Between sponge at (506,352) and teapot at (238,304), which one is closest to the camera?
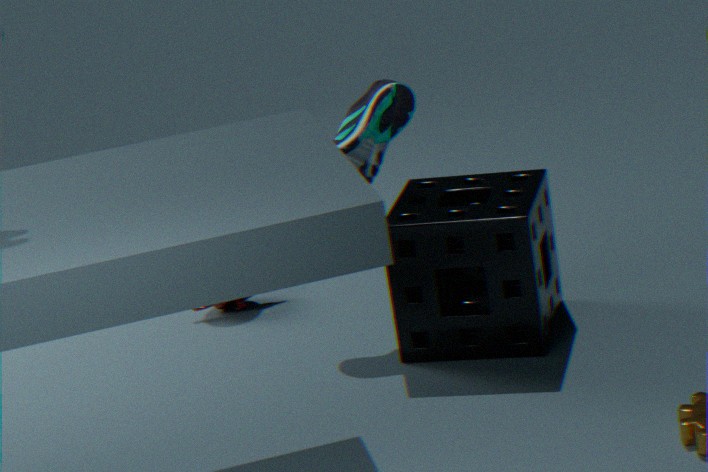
sponge at (506,352)
